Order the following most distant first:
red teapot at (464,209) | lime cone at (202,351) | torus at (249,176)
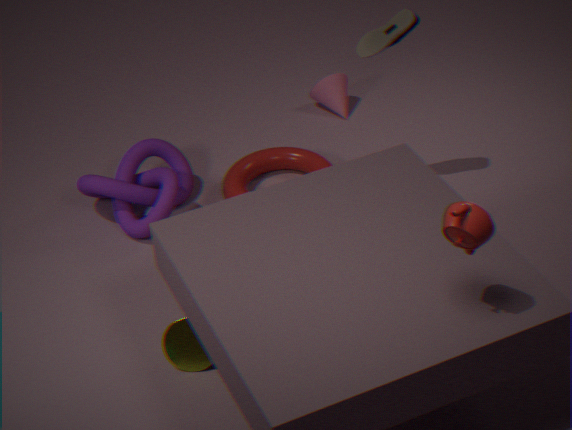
torus at (249,176) < lime cone at (202,351) < red teapot at (464,209)
